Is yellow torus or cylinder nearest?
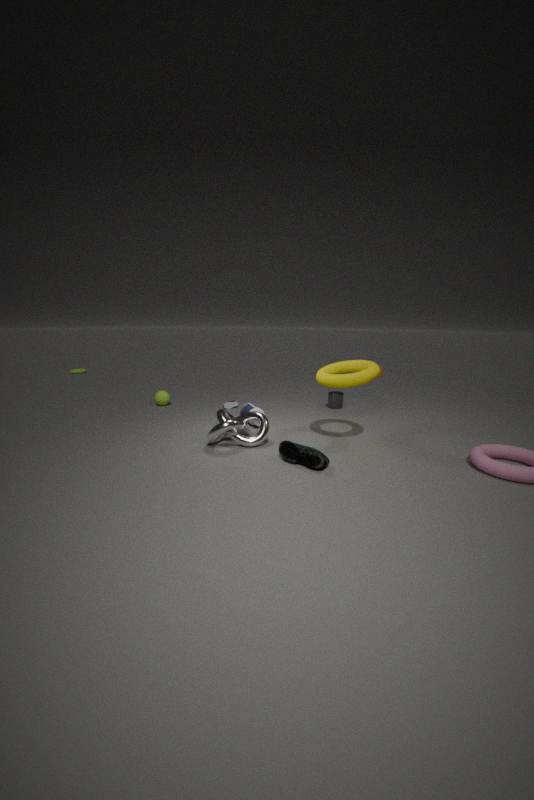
yellow torus
